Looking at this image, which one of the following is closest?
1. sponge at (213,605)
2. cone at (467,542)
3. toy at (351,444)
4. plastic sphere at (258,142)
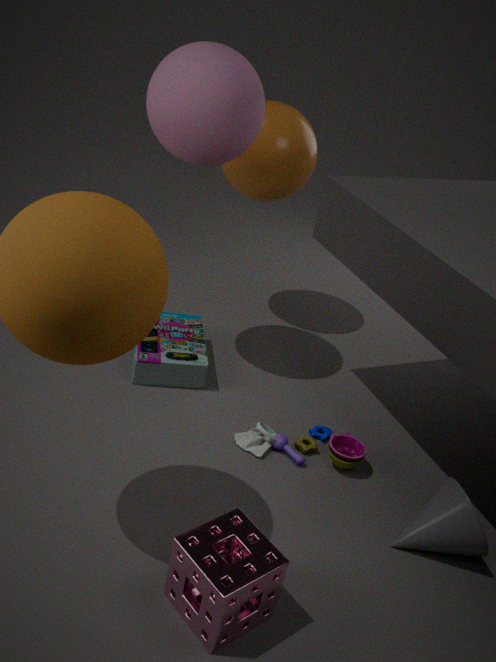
sponge at (213,605)
